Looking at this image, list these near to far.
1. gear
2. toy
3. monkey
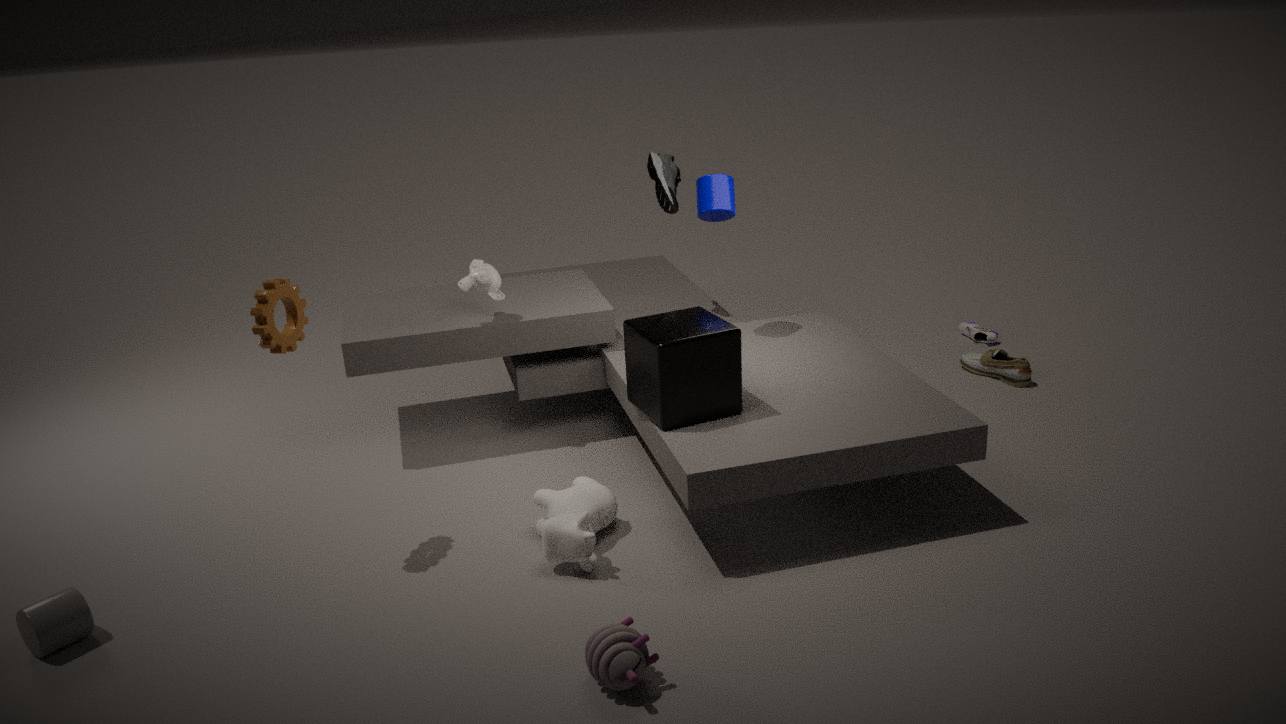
toy < gear < monkey
